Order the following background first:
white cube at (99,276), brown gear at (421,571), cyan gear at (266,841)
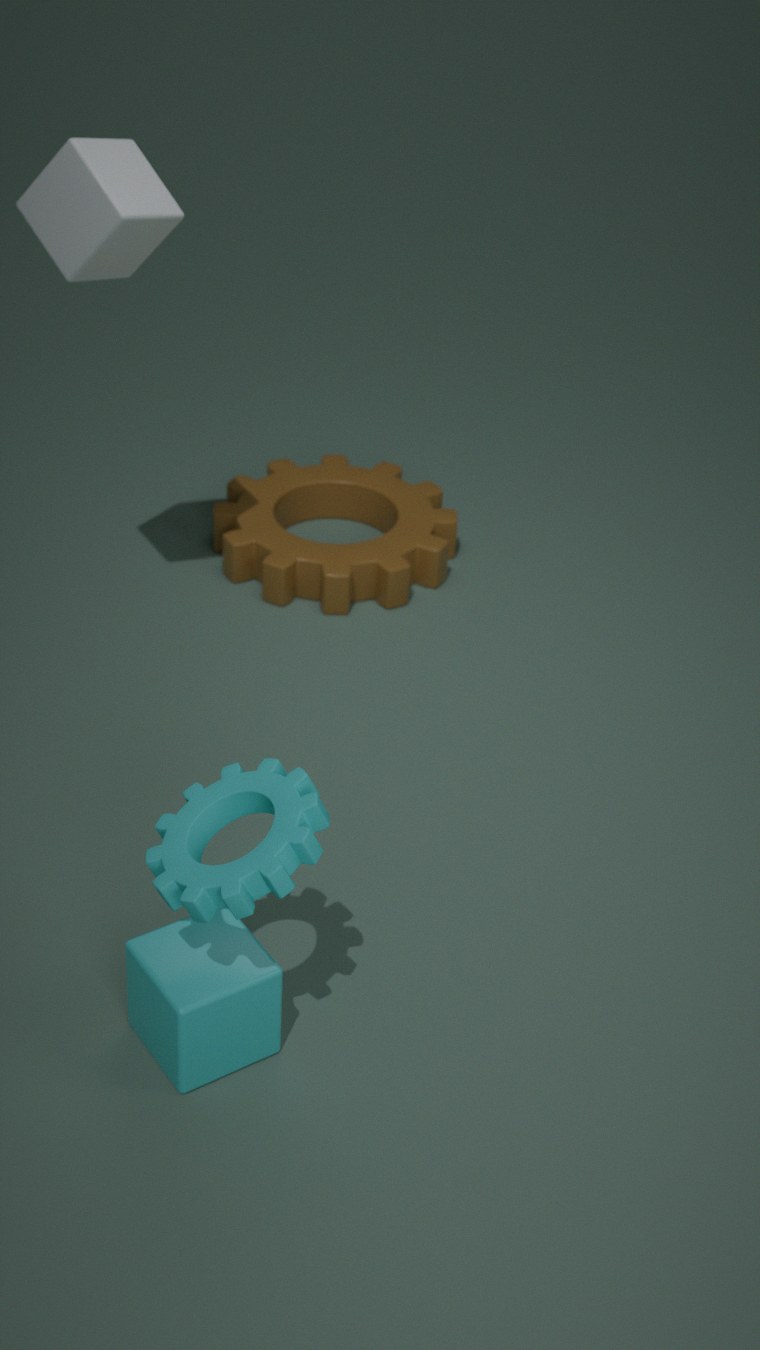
brown gear at (421,571) → white cube at (99,276) → cyan gear at (266,841)
